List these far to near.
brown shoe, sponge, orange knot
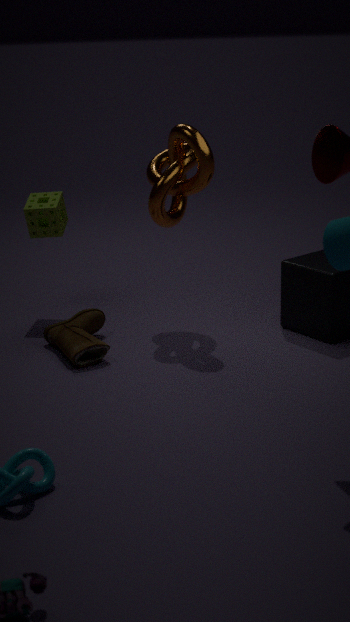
sponge < orange knot < brown shoe
